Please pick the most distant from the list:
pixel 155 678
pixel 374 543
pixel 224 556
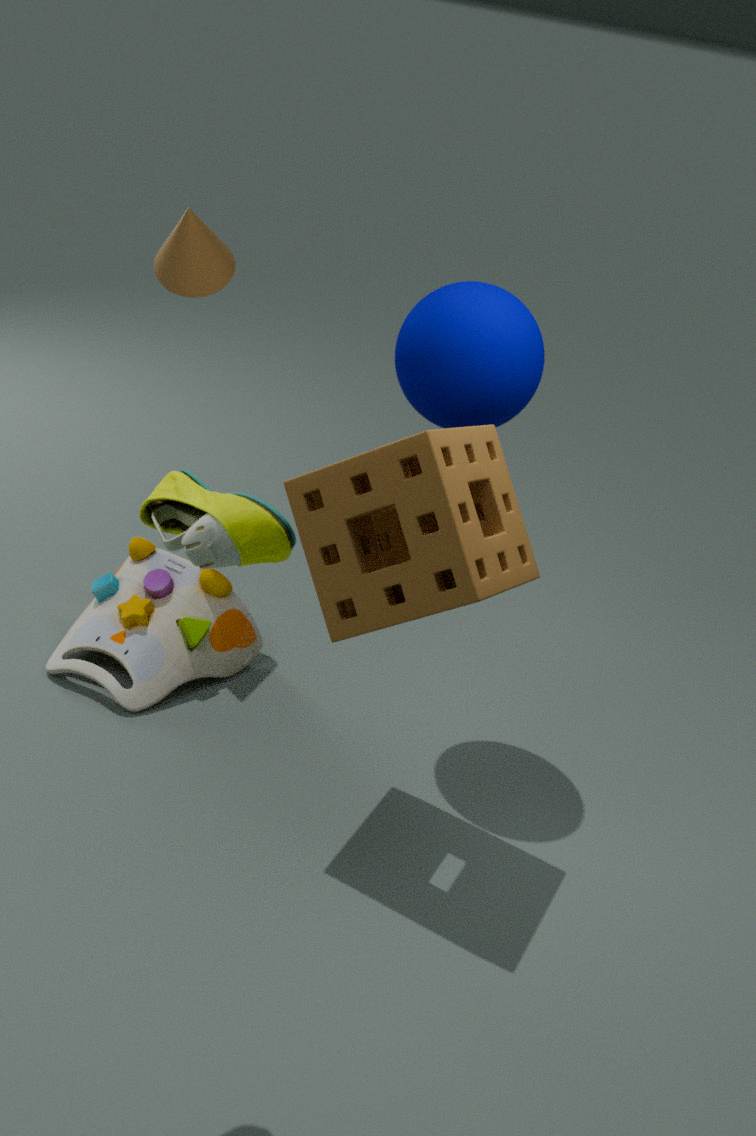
pixel 155 678
